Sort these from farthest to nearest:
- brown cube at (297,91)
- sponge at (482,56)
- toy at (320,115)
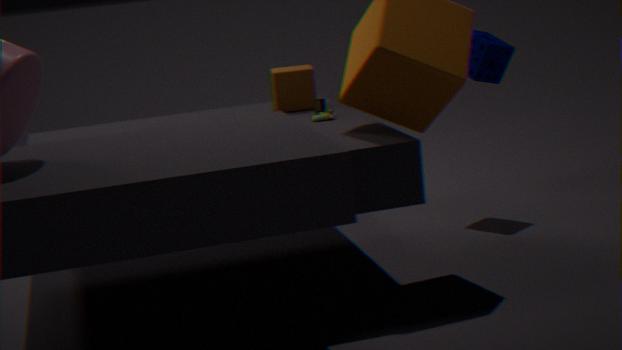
sponge at (482,56)
brown cube at (297,91)
toy at (320,115)
